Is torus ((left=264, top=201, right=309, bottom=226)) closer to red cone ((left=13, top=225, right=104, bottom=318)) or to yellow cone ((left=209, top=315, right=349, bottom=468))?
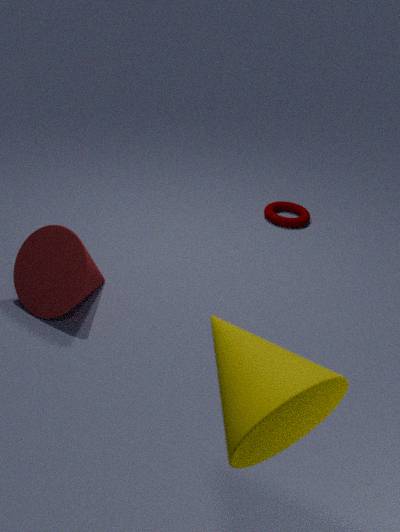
red cone ((left=13, top=225, right=104, bottom=318))
